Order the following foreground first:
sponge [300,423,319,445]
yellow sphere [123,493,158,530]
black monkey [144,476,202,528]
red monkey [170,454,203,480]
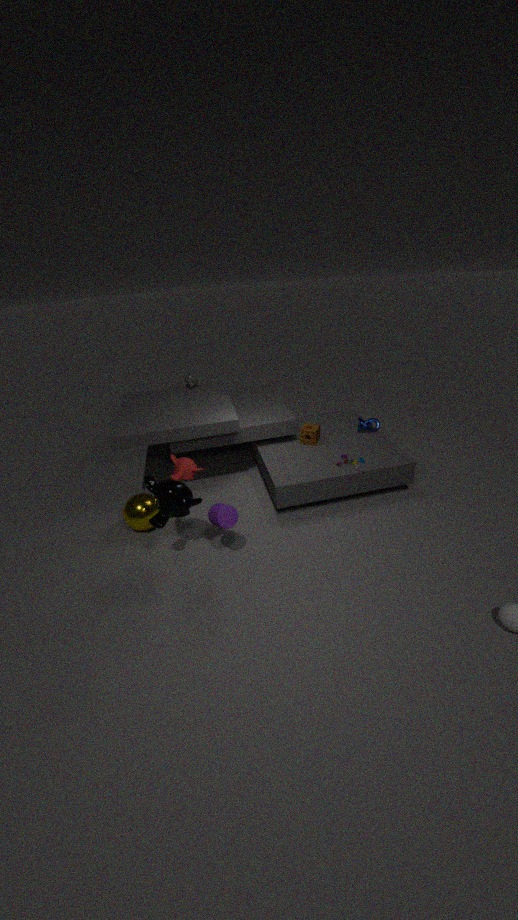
red monkey [170,454,203,480]
black monkey [144,476,202,528]
yellow sphere [123,493,158,530]
sponge [300,423,319,445]
